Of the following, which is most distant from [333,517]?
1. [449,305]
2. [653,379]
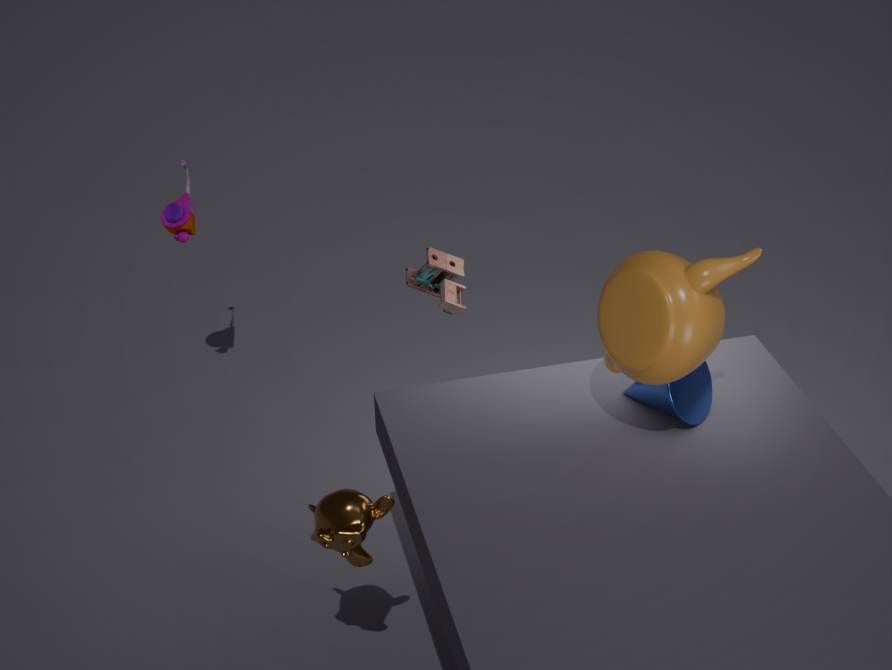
[653,379]
